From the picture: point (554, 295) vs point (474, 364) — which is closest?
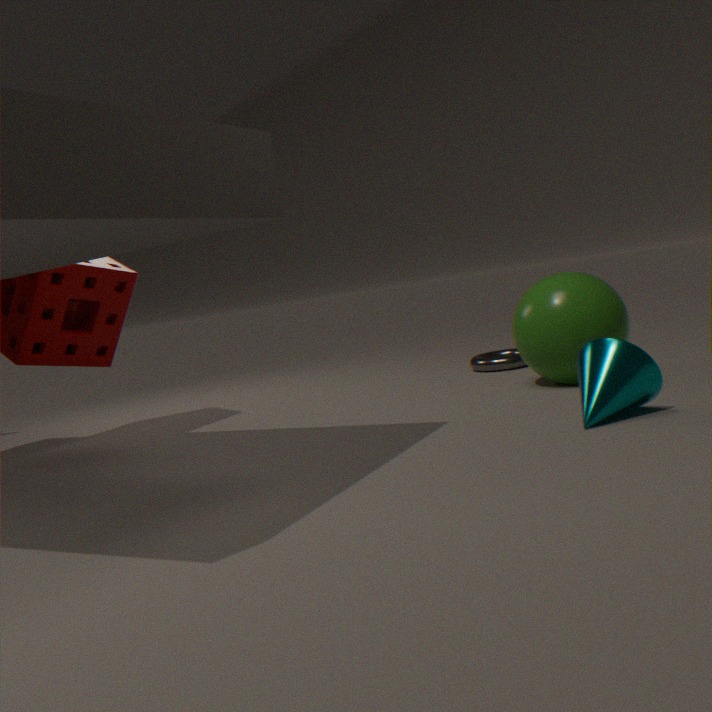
point (554, 295)
